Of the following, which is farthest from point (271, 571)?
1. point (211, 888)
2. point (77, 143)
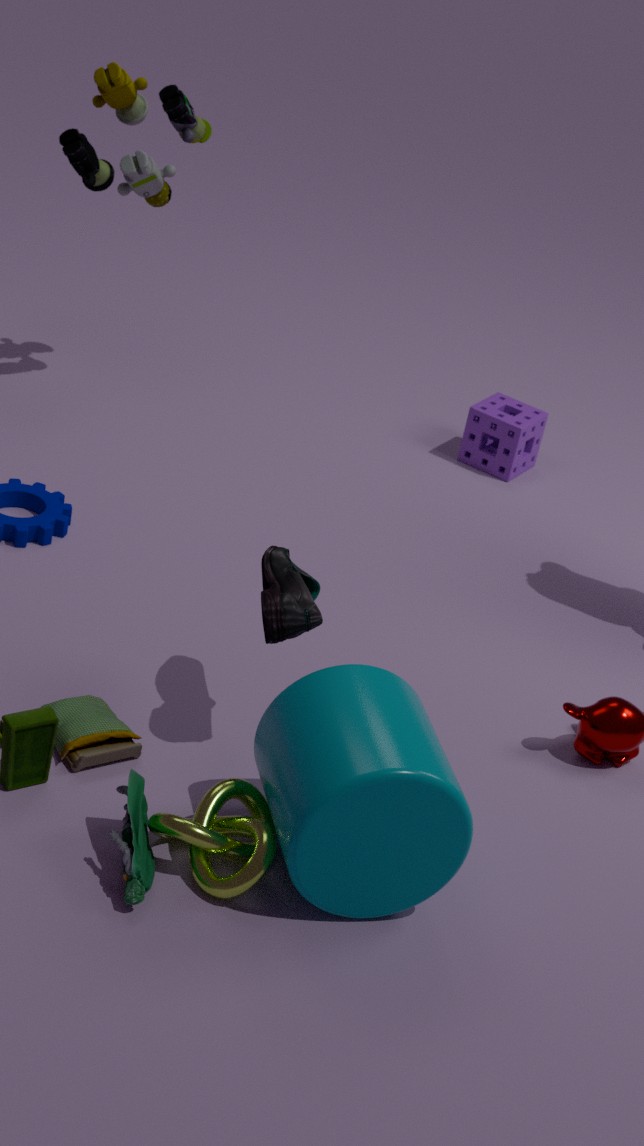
point (77, 143)
